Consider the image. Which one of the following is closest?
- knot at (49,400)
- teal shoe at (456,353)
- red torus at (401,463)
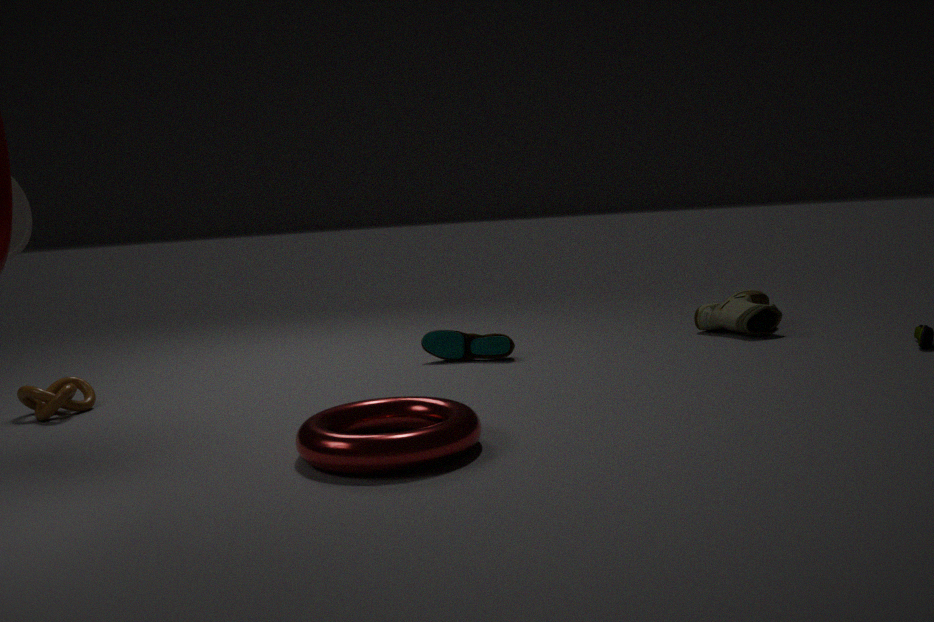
red torus at (401,463)
